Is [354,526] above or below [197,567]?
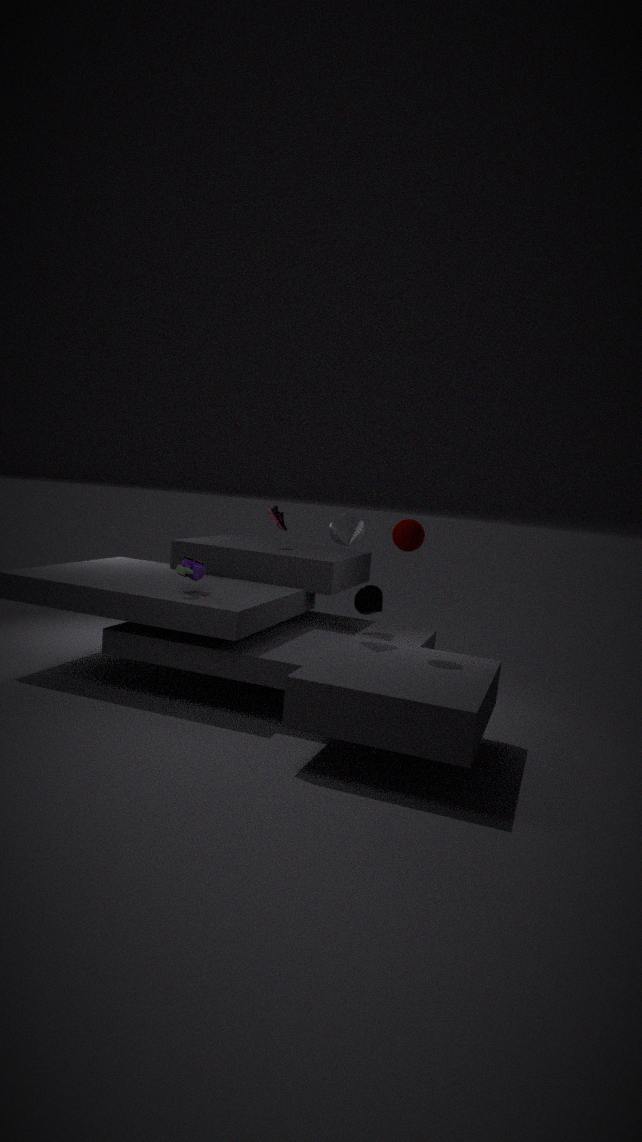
above
